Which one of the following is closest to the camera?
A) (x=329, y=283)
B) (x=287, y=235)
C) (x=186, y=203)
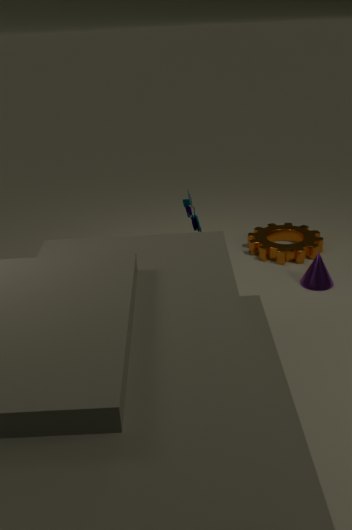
(x=186, y=203)
